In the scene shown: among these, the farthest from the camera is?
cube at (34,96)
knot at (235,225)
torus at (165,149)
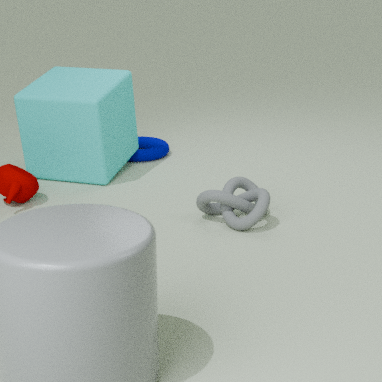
torus at (165,149)
